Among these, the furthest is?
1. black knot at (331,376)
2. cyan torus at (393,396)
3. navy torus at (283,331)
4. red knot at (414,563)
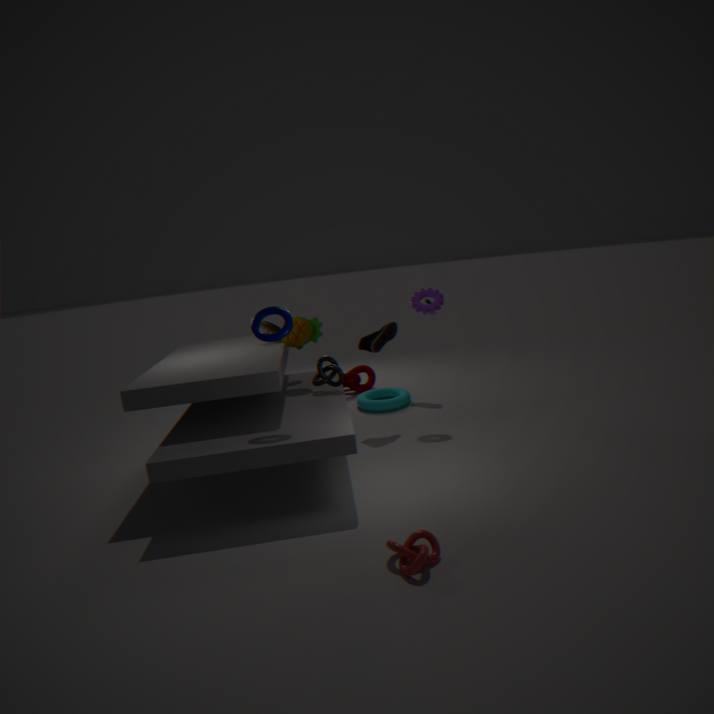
cyan torus at (393,396)
